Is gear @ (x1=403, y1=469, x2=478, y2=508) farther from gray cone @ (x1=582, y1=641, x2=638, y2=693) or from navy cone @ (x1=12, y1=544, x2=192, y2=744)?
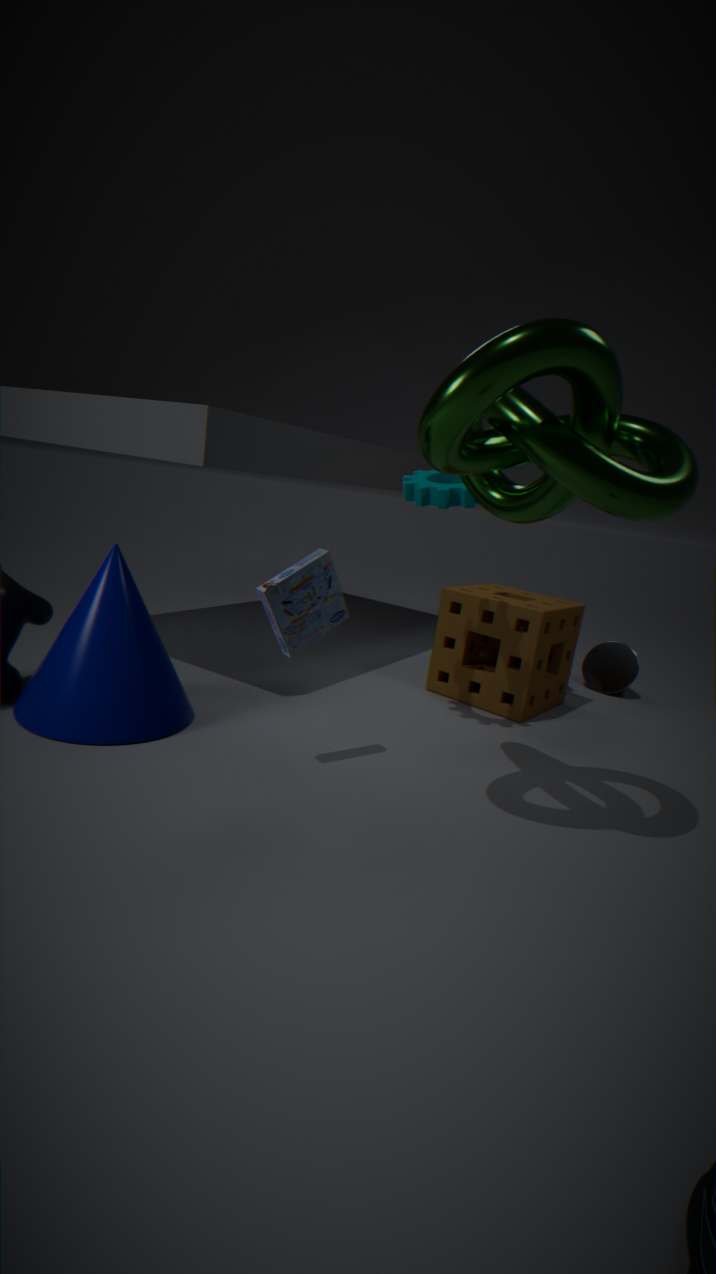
gray cone @ (x1=582, y1=641, x2=638, y2=693)
